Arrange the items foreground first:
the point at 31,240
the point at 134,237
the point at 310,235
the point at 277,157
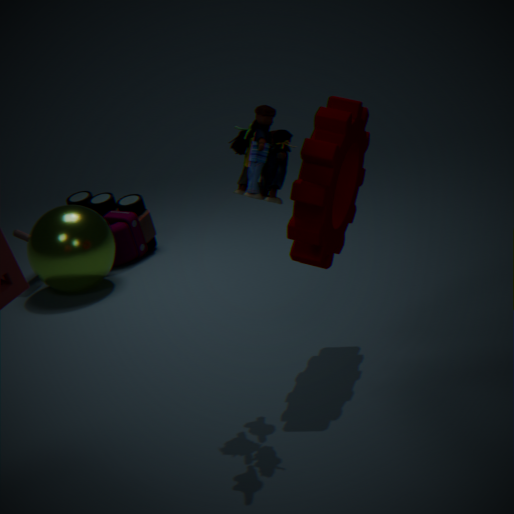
the point at 277,157
the point at 310,235
the point at 31,240
the point at 134,237
